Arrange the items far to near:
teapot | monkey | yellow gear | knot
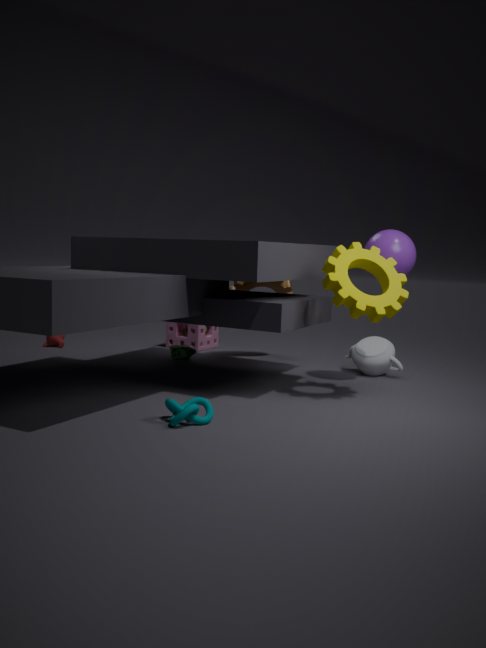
monkey → teapot → yellow gear → knot
